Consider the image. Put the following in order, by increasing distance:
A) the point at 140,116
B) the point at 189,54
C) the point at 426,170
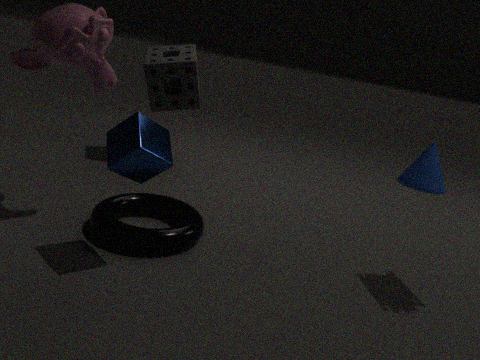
the point at 140,116 < the point at 189,54 < the point at 426,170
